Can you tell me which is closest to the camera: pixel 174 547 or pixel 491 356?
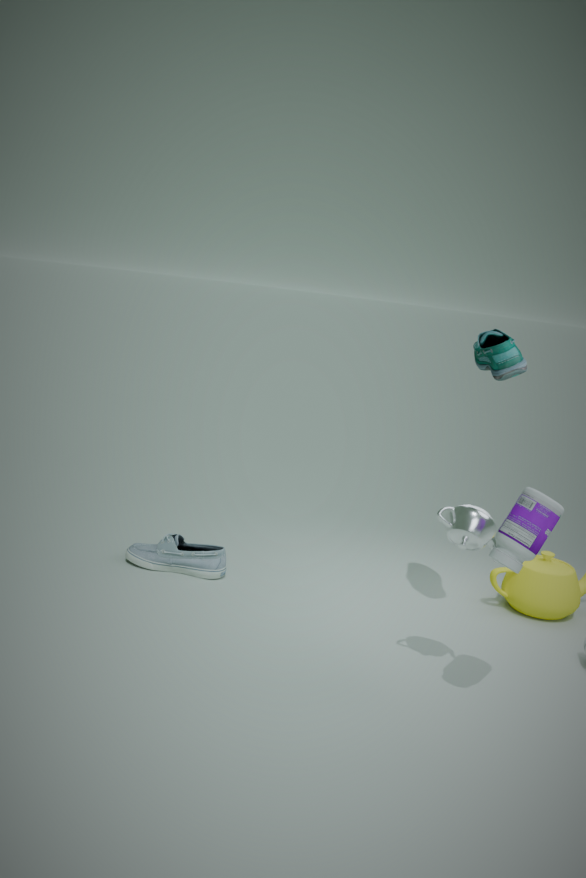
pixel 491 356
